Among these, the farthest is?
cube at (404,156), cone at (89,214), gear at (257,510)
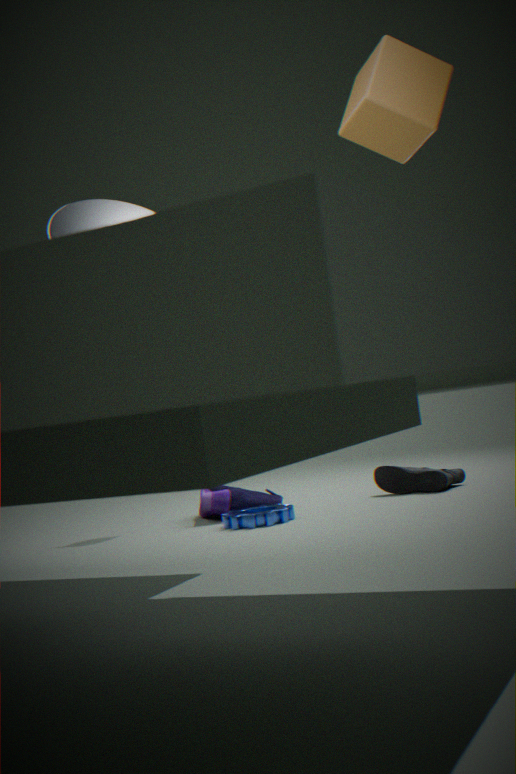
gear at (257,510)
